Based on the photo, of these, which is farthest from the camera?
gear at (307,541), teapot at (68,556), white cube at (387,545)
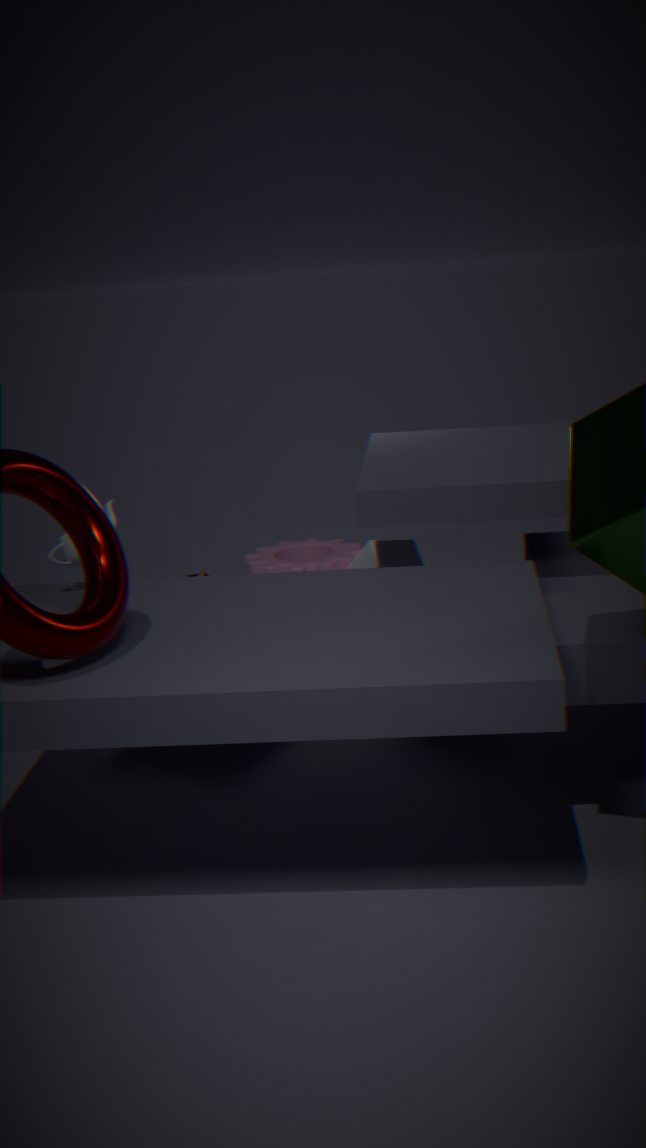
gear at (307,541)
